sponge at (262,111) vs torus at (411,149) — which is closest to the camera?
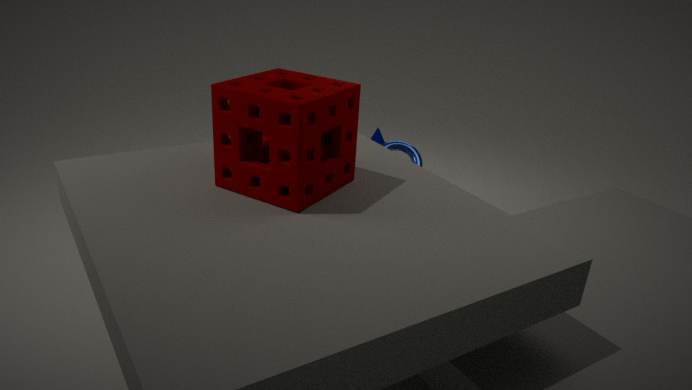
sponge at (262,111)
